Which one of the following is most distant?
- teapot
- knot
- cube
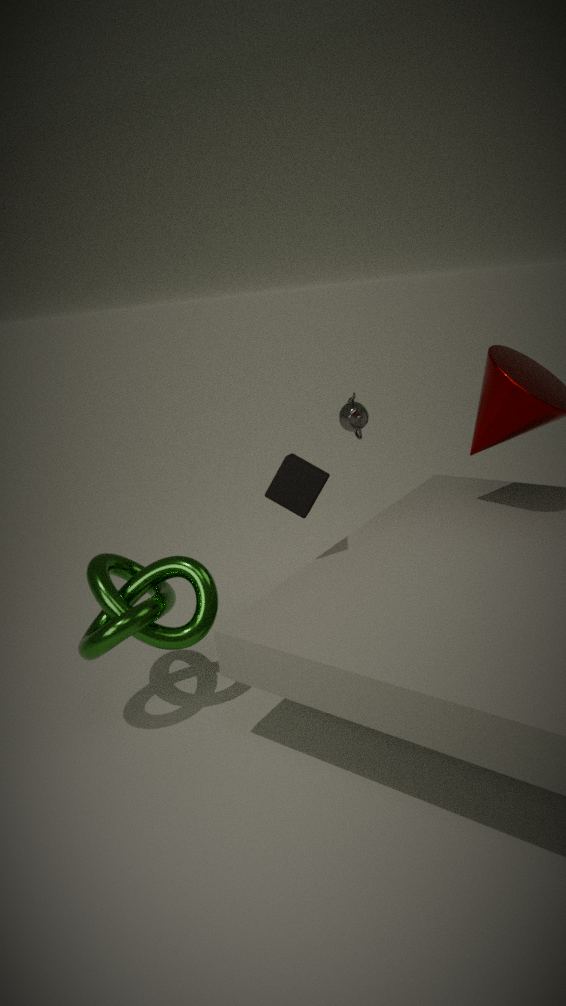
teapot
